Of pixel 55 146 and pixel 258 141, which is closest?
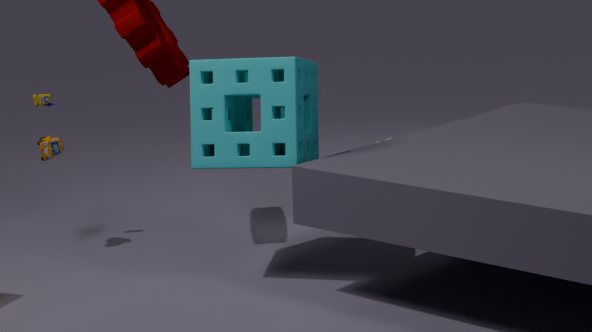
pixel 258 141
